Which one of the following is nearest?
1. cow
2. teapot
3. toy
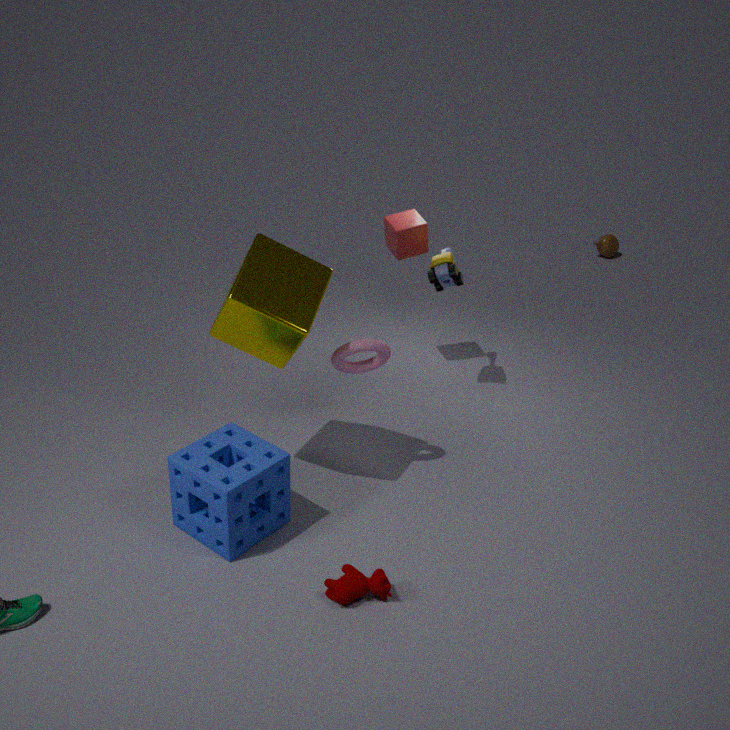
cow
